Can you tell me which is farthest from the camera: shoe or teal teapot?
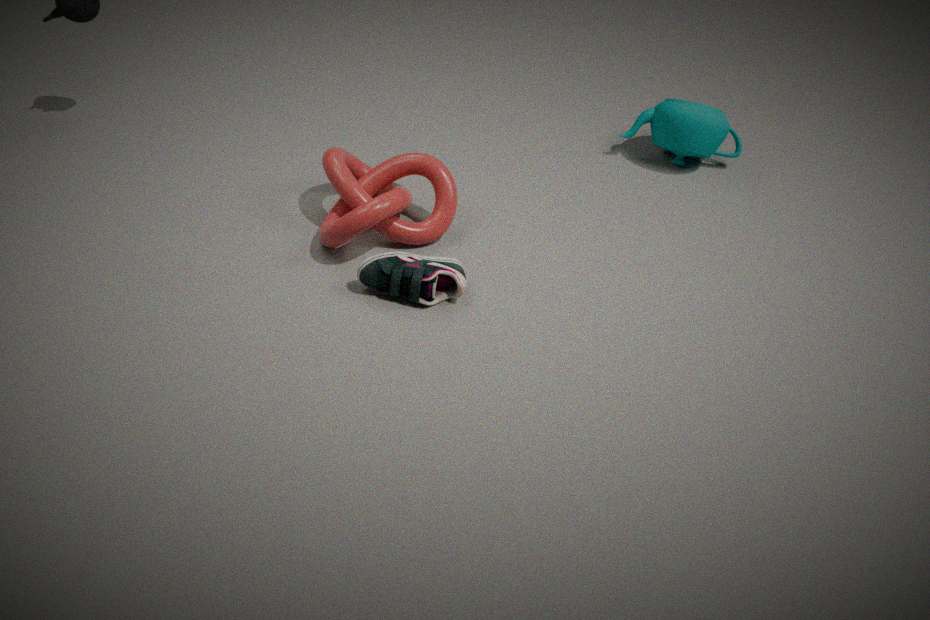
teal teapot
